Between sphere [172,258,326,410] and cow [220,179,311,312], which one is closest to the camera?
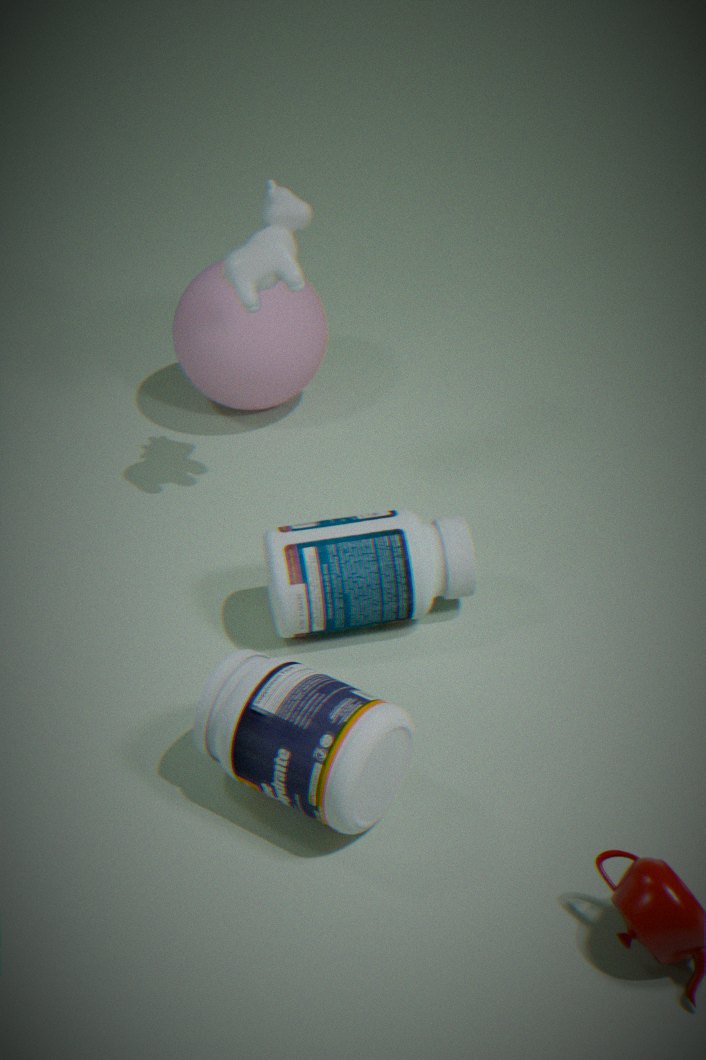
cow [220,179,311,312]
